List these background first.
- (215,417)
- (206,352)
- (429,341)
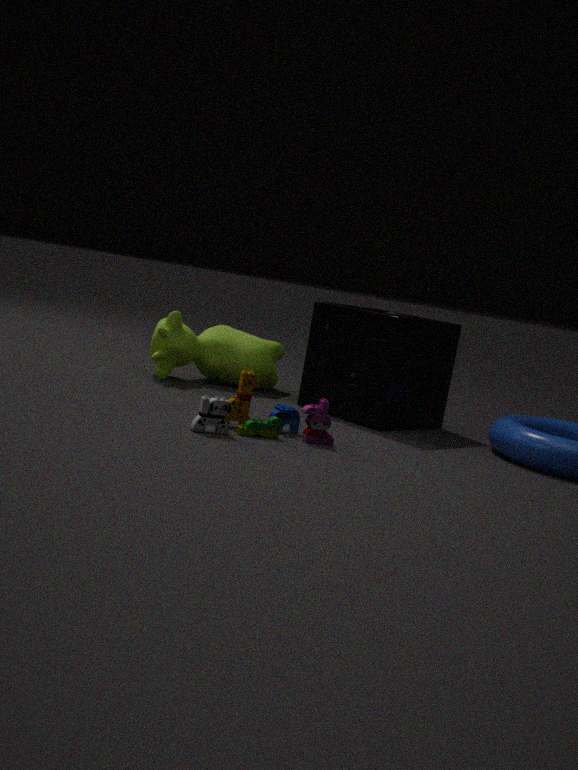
(206,352) → (429,341) → (215,417)
